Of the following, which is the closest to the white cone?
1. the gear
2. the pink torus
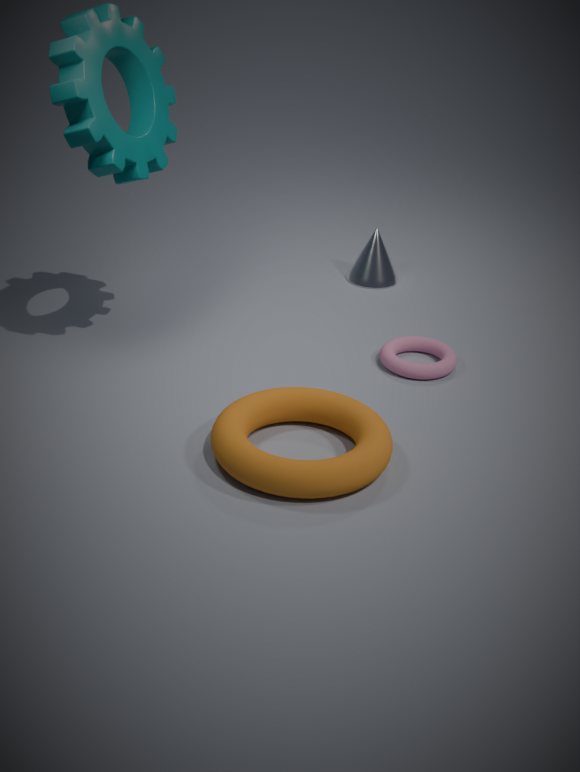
the pink torus
